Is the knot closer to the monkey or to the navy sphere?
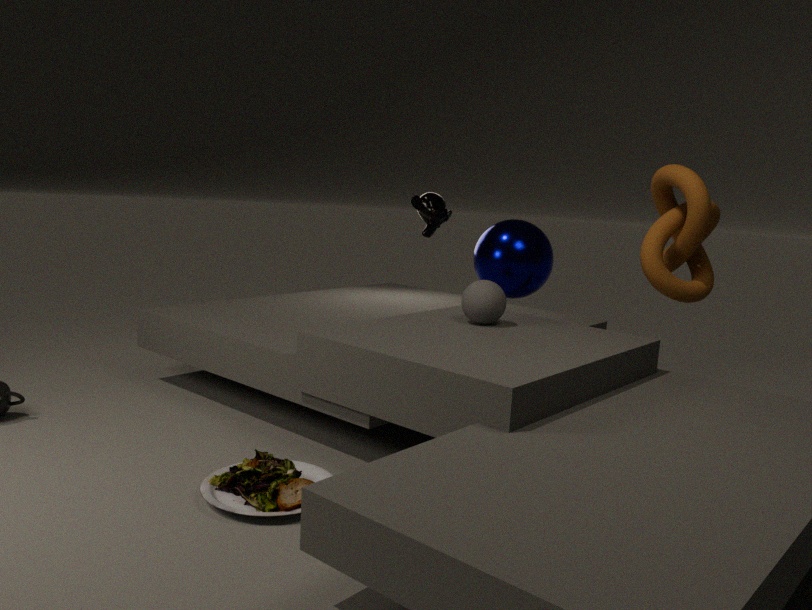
the navy sphere
